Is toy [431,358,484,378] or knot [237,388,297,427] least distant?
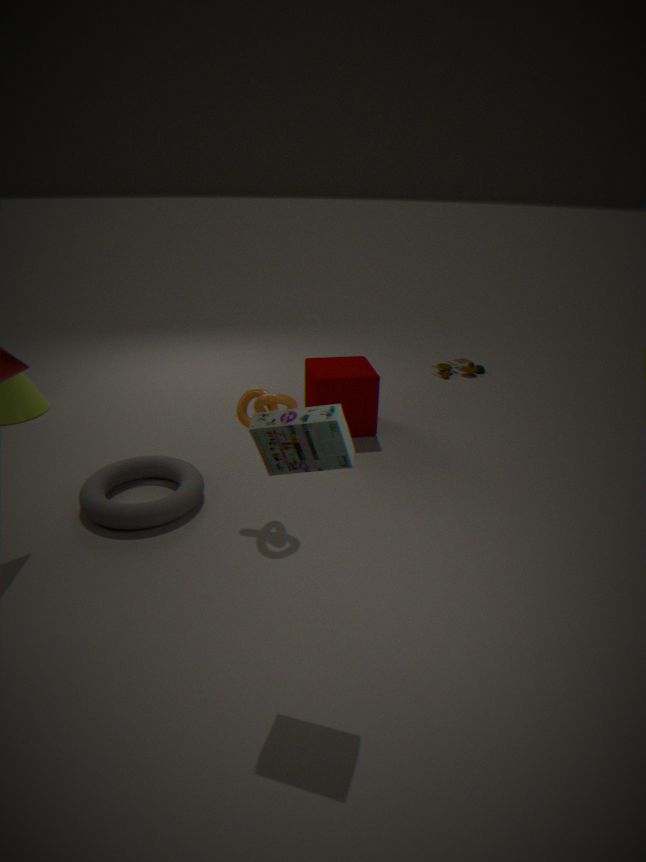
knot [237,388,297,427]
